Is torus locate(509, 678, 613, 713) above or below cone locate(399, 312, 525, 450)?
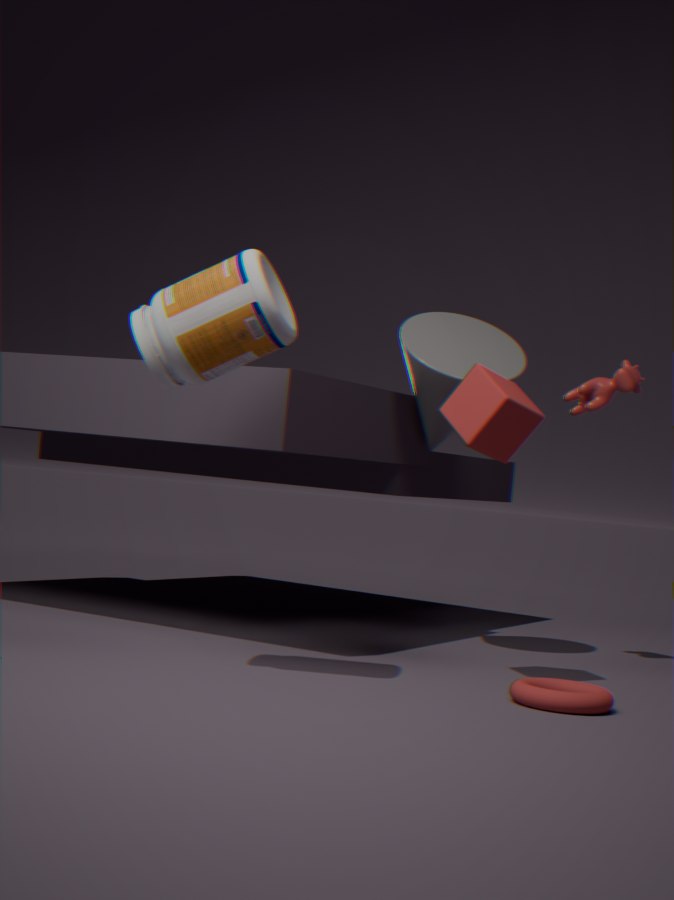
below
